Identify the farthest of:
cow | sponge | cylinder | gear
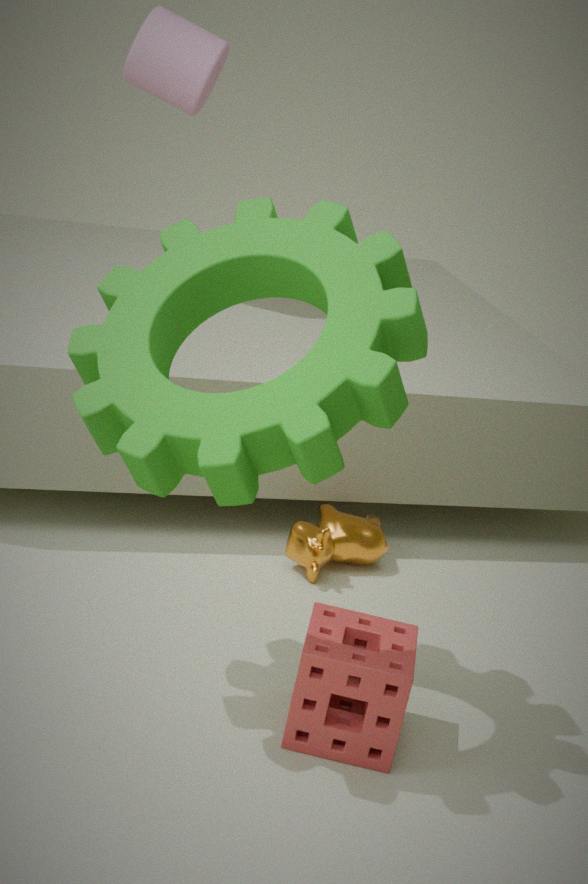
cylinder
